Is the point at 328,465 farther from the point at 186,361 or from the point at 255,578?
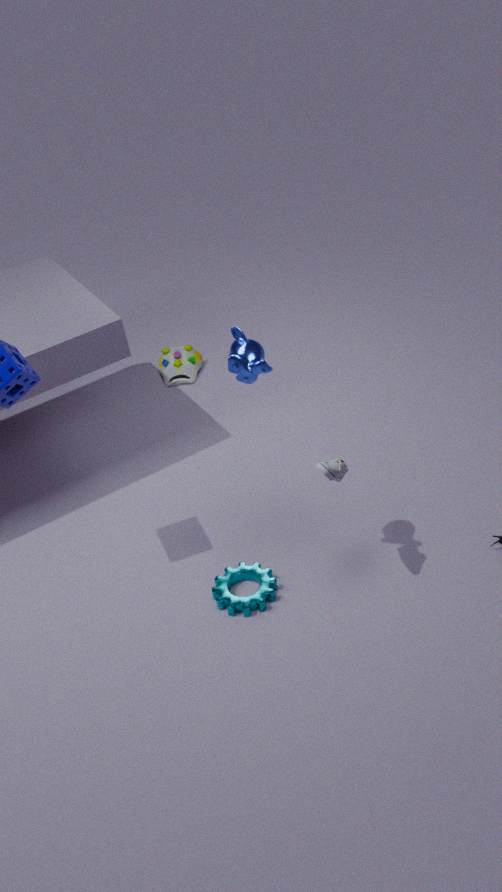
the point at 186,361
